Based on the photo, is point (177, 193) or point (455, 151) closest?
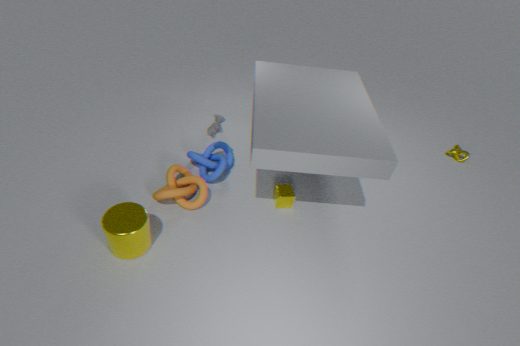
point (177, 193)
